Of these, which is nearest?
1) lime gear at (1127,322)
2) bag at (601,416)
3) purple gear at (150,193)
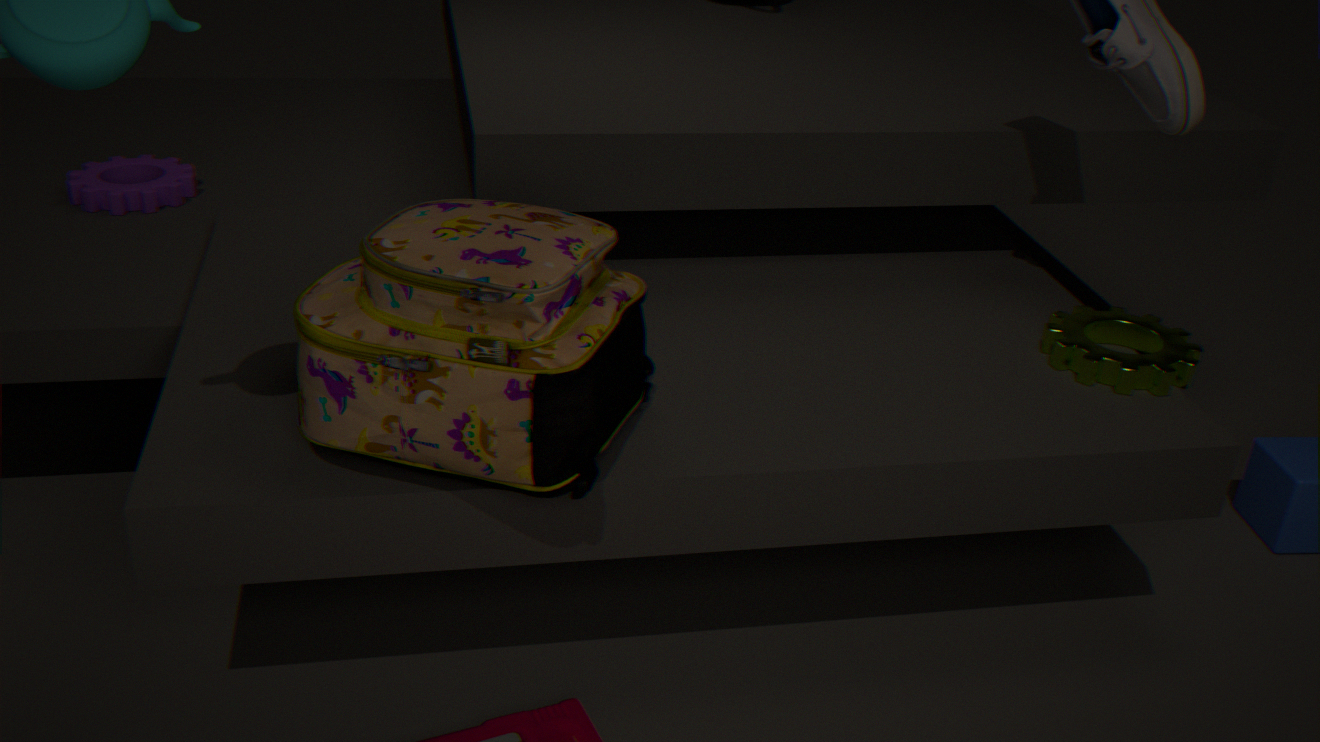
2. bag at (601,416)
